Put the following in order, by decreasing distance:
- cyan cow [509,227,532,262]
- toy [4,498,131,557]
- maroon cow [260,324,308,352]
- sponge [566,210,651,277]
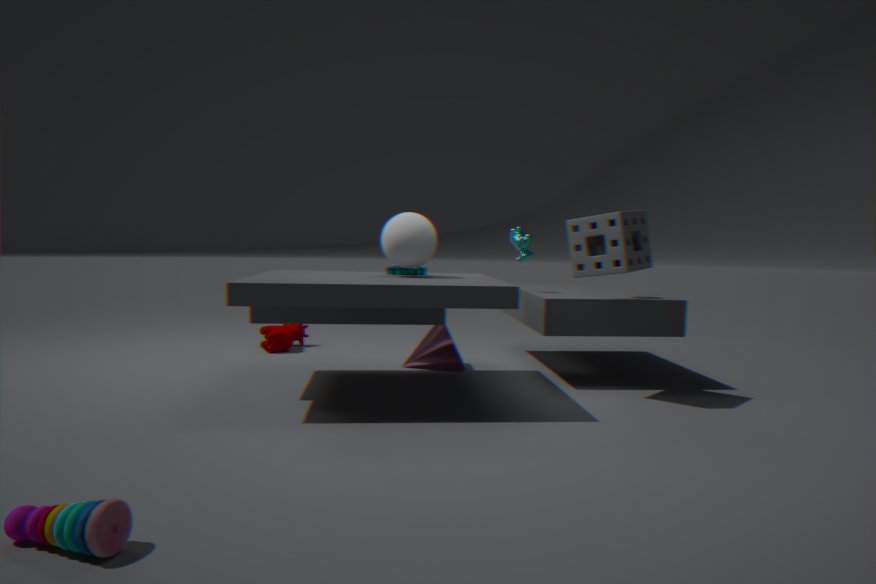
maroon cow [260,324,308,352]
cyan cow [509,227,532,262]
sponge [566,210,651,277]
toy [4,498,131,557]
